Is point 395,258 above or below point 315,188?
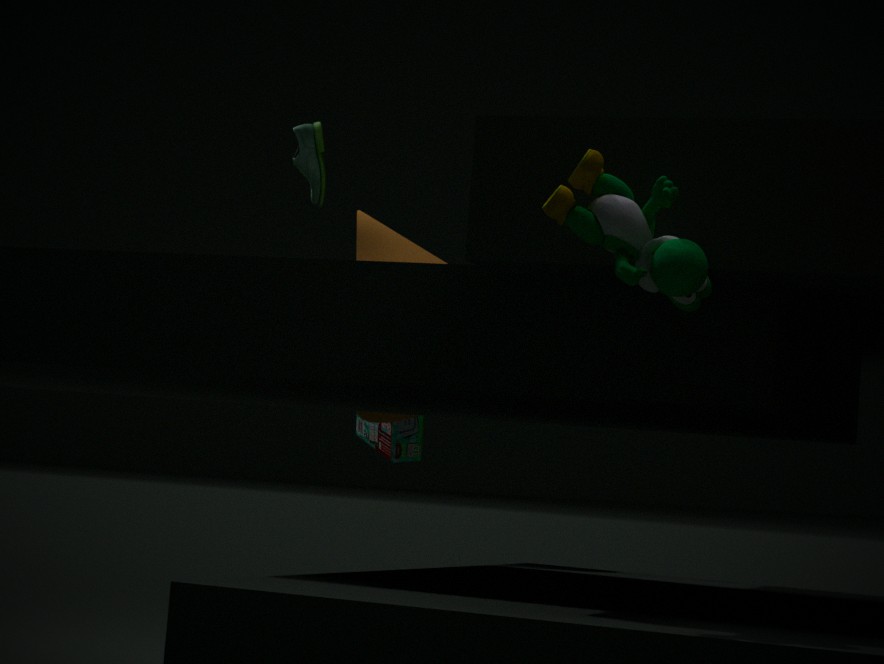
below
